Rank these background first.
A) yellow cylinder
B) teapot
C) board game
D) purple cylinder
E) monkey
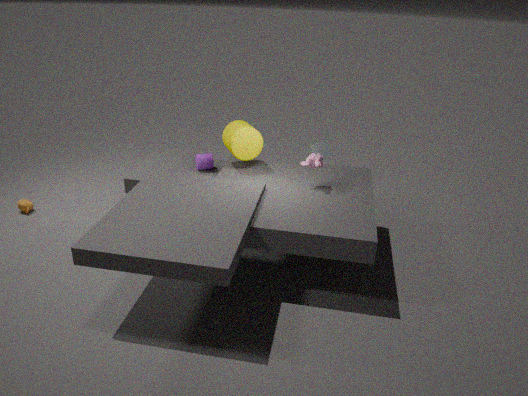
board game
teapot
purple cylinder
yellow cylinder
monkey
